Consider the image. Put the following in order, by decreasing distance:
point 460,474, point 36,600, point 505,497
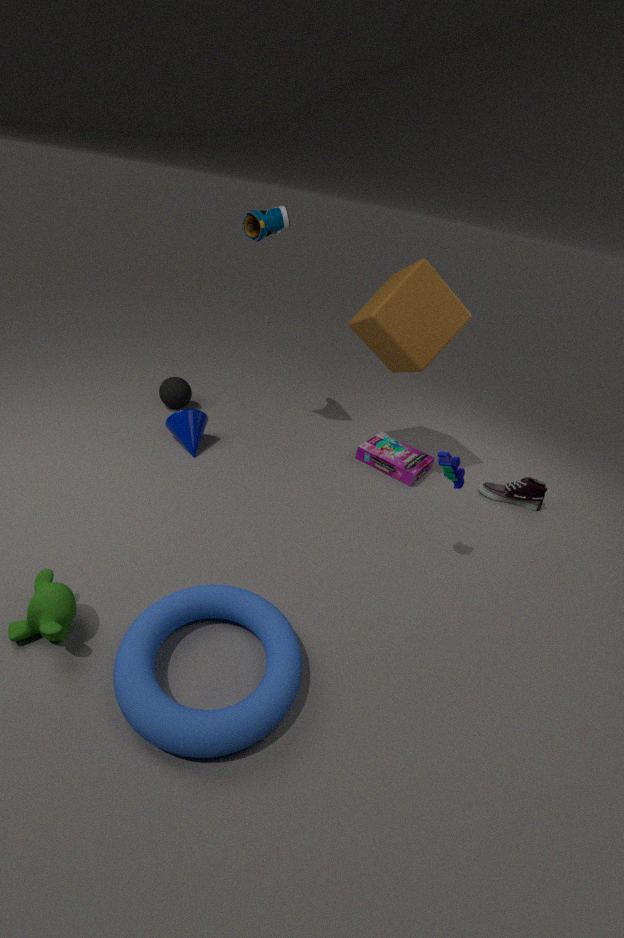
point 505,497 < point 460,474 < point 36,600
